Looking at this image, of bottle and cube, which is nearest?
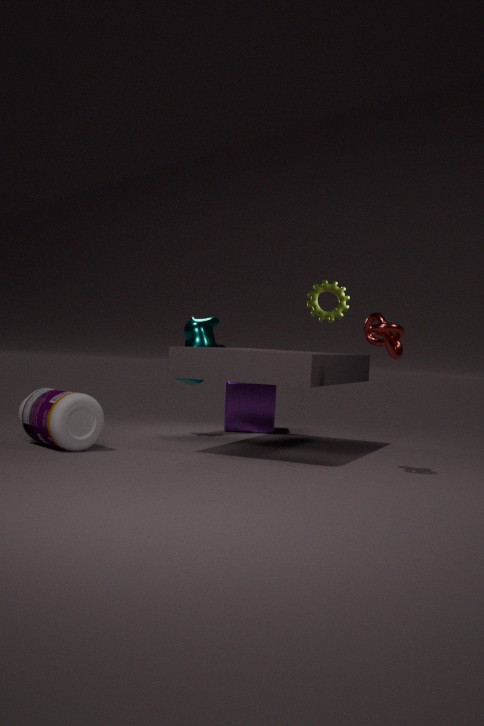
bottle
